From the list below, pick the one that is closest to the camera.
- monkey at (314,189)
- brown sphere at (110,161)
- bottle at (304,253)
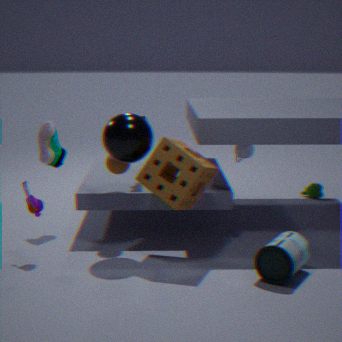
bottle at (304,253)
